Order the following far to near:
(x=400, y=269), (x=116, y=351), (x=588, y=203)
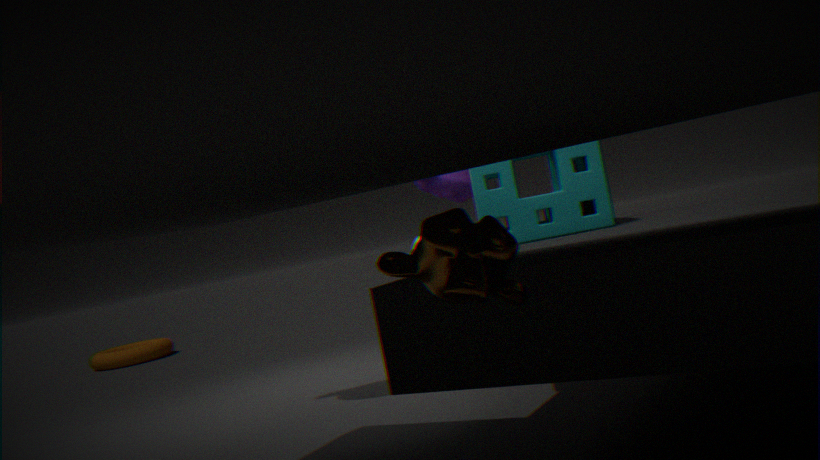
(x=116, y=351) → (x=588, y=203) → (x=400, y=269)
